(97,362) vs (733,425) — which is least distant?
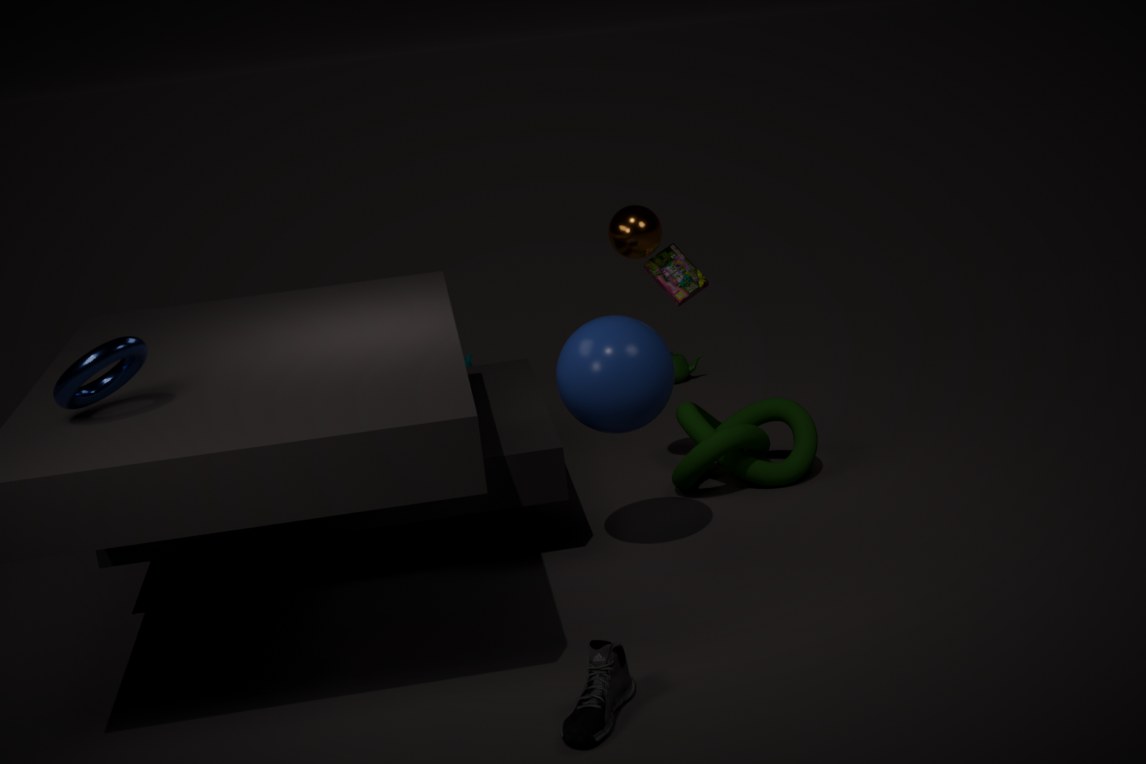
(97,362)
